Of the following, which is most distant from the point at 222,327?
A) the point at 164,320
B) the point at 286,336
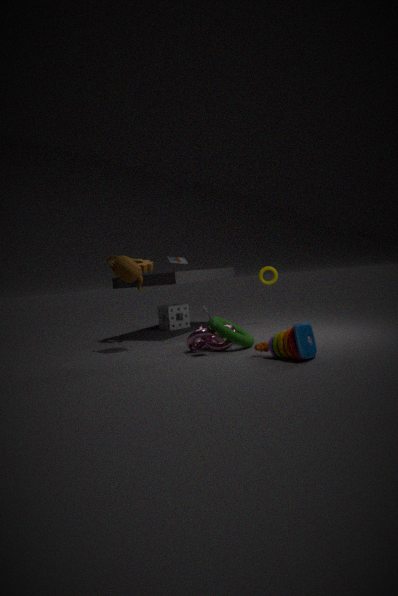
the point at 164,320
